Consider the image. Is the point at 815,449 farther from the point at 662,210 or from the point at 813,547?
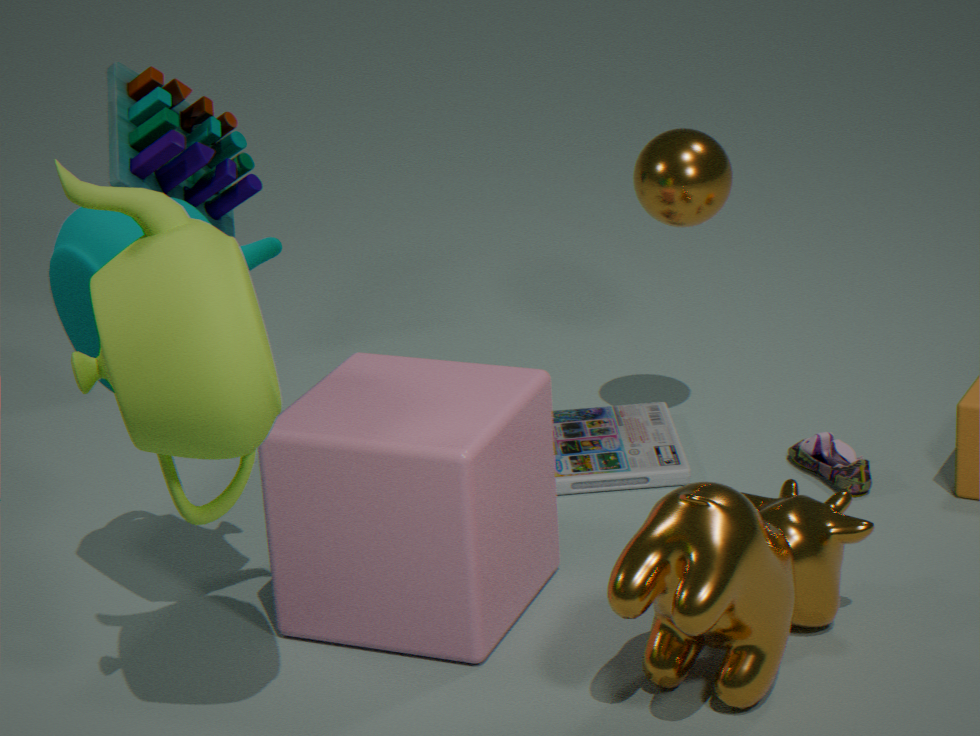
the point at 813,547
